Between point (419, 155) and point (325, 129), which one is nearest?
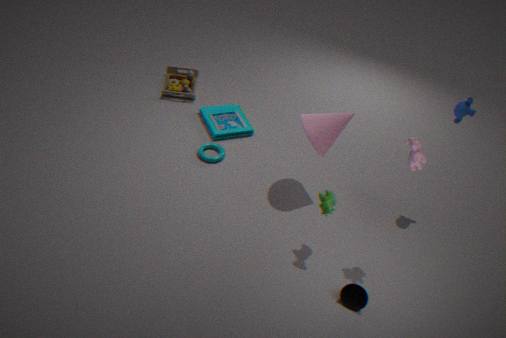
point (419, 155)
